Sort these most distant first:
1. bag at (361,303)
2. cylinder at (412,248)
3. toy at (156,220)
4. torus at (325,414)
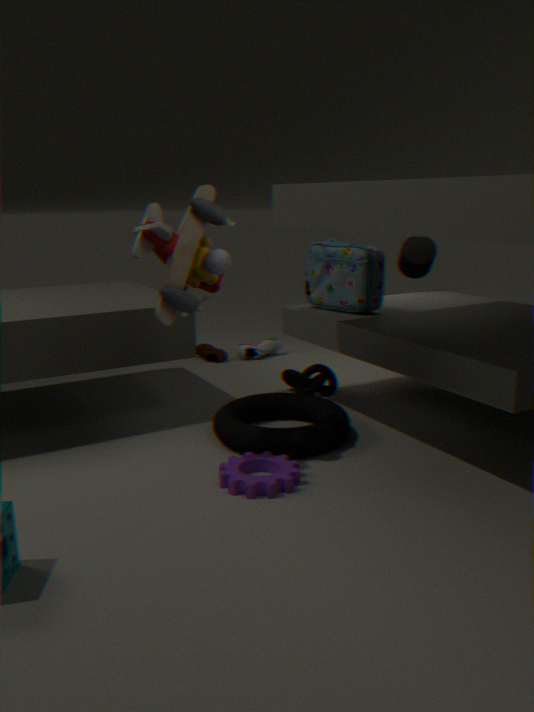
1. cylinder at (412,248)
2. bag at (361,303)
3. torus at (325,414)
4. toy at (156,220)
